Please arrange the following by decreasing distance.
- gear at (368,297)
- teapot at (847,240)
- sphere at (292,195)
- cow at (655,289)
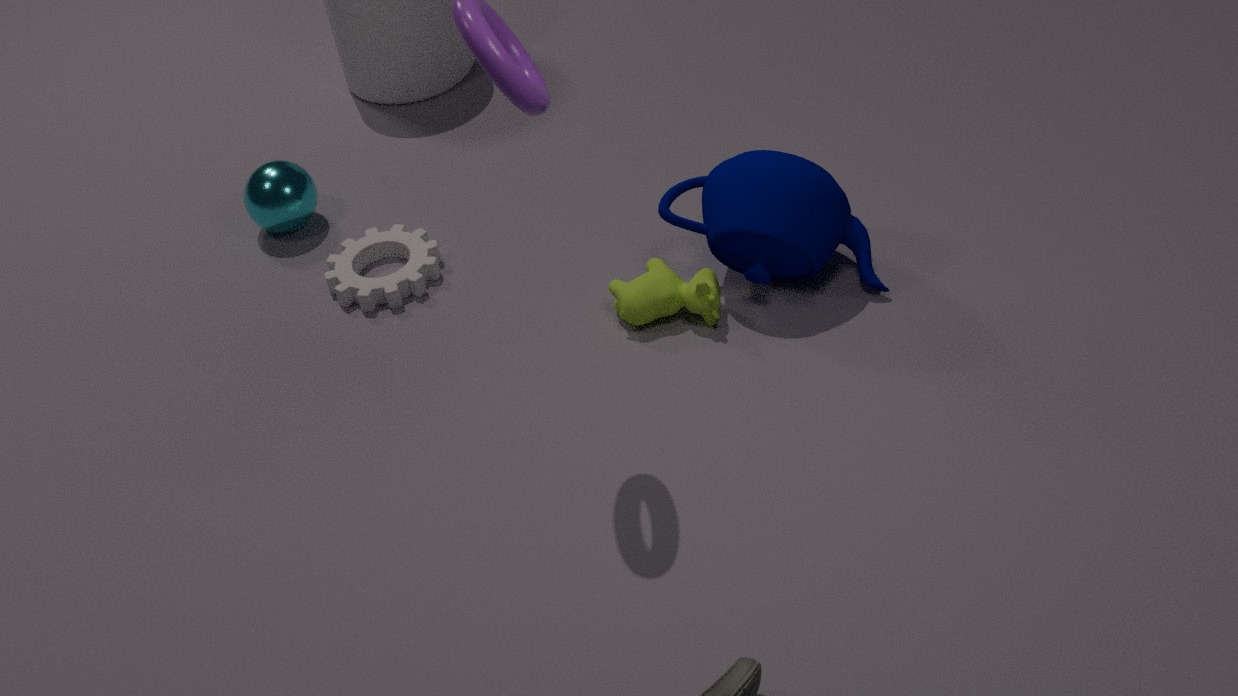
sphere at (292,195) → gear at (368,297) → cow at (655,289) → teapot at (847,240)
